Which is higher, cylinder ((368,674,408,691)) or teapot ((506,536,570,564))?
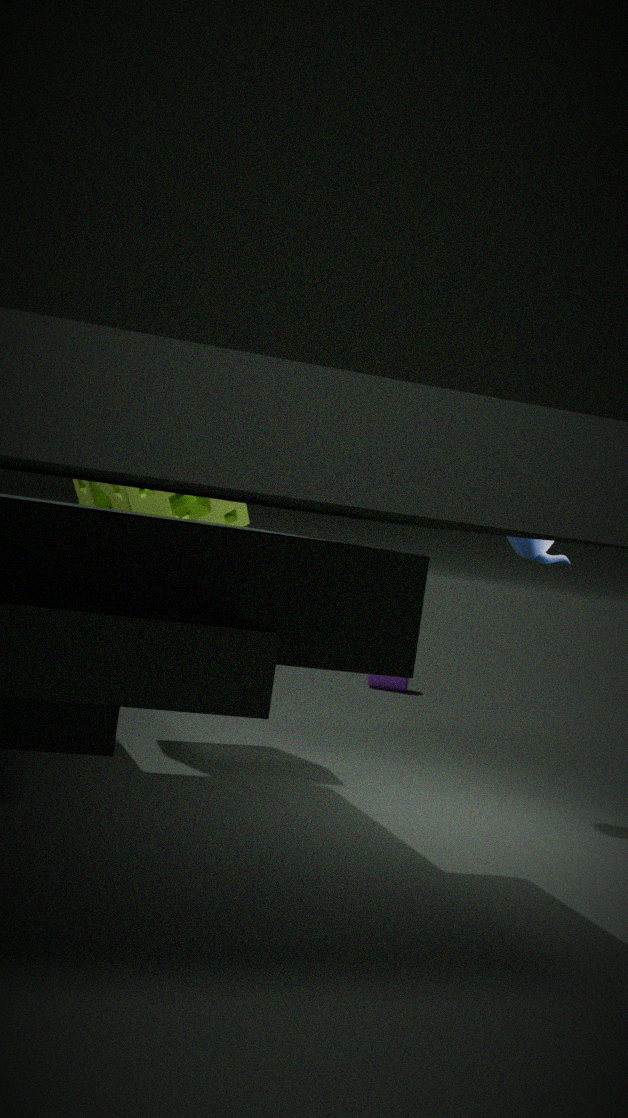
teapot ((506,536,570,564))
